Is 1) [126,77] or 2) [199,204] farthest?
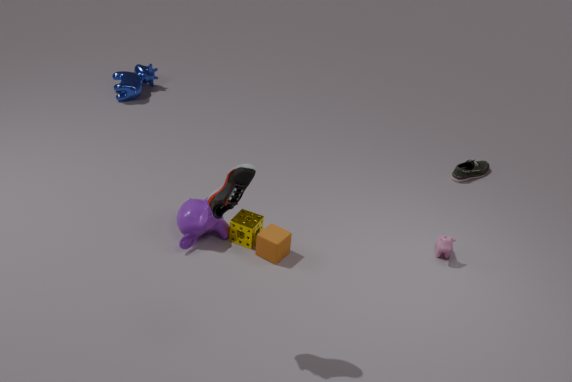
1. [126,77]
